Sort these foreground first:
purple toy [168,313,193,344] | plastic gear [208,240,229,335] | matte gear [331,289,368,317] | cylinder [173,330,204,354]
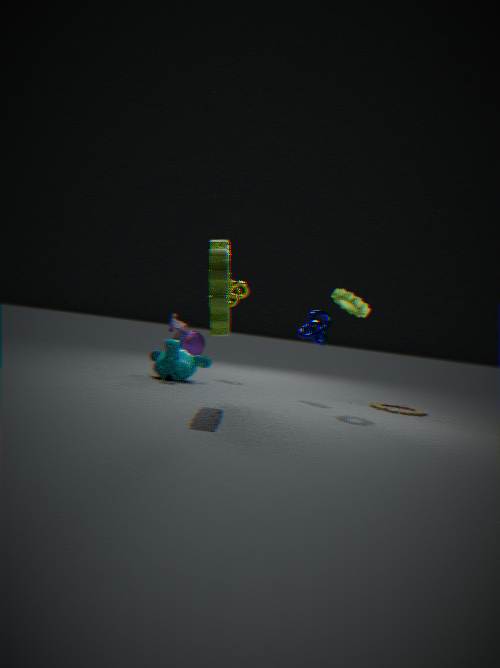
plastic gear [208,240,229,335] < matte gear [331,289,368,317] < purple toy [168,313,193,344] < cylinder [173,330,204,354]
